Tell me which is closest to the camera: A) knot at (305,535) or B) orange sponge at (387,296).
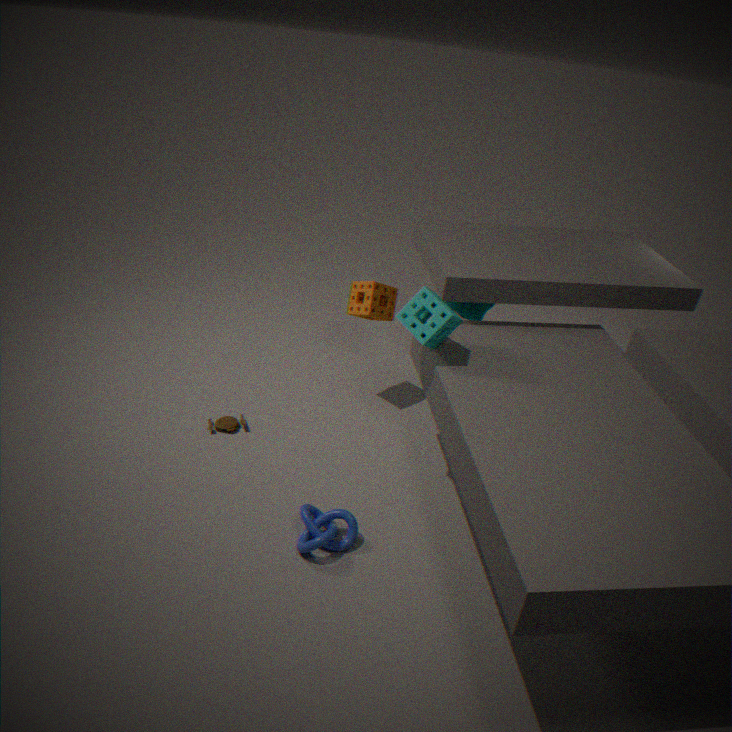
A. knot at (305,535)
